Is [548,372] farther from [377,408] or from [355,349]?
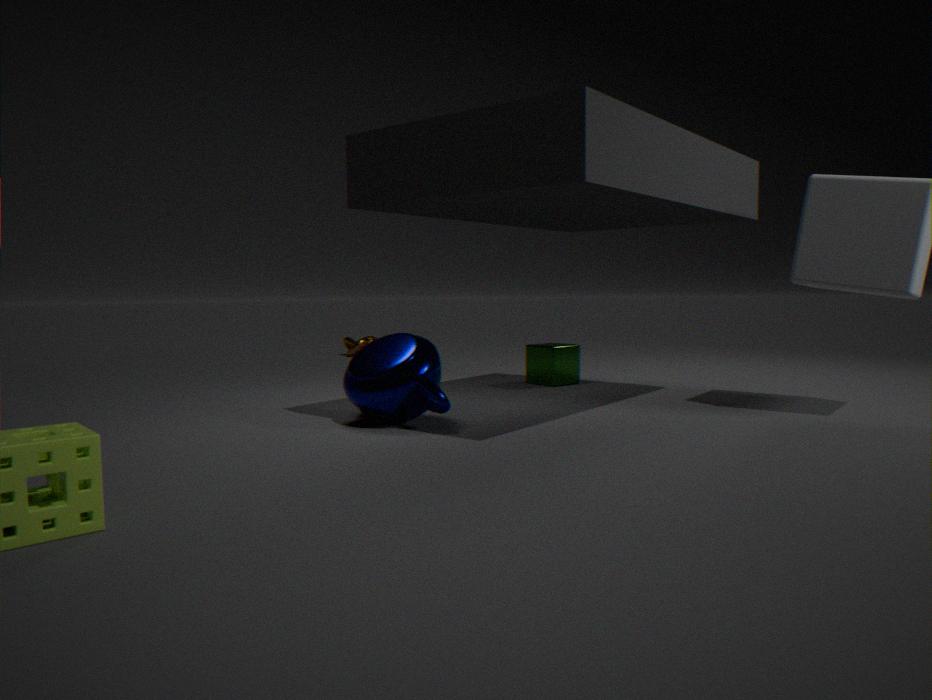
[355,349]
